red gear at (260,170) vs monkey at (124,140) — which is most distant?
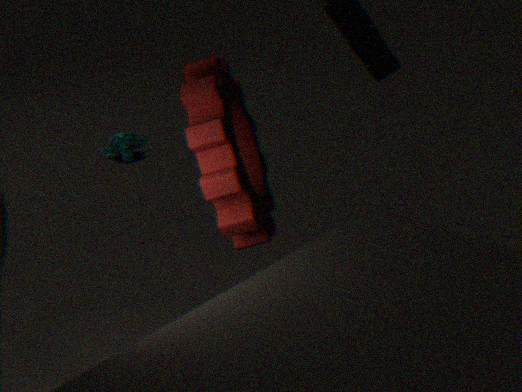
monkey at (124,140)
